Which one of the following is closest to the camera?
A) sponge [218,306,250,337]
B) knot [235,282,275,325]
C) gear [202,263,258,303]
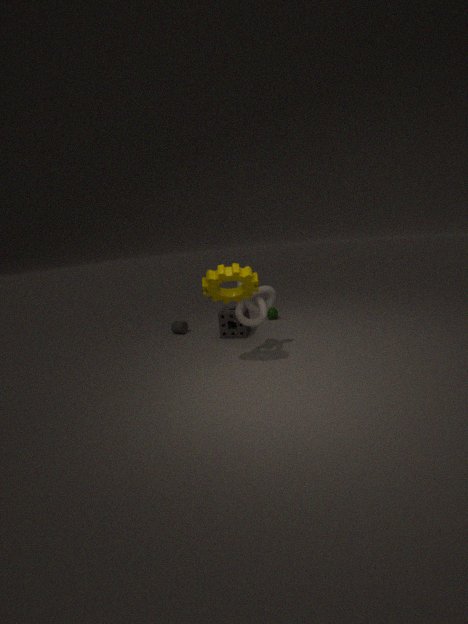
gear [202,263,258,303]
